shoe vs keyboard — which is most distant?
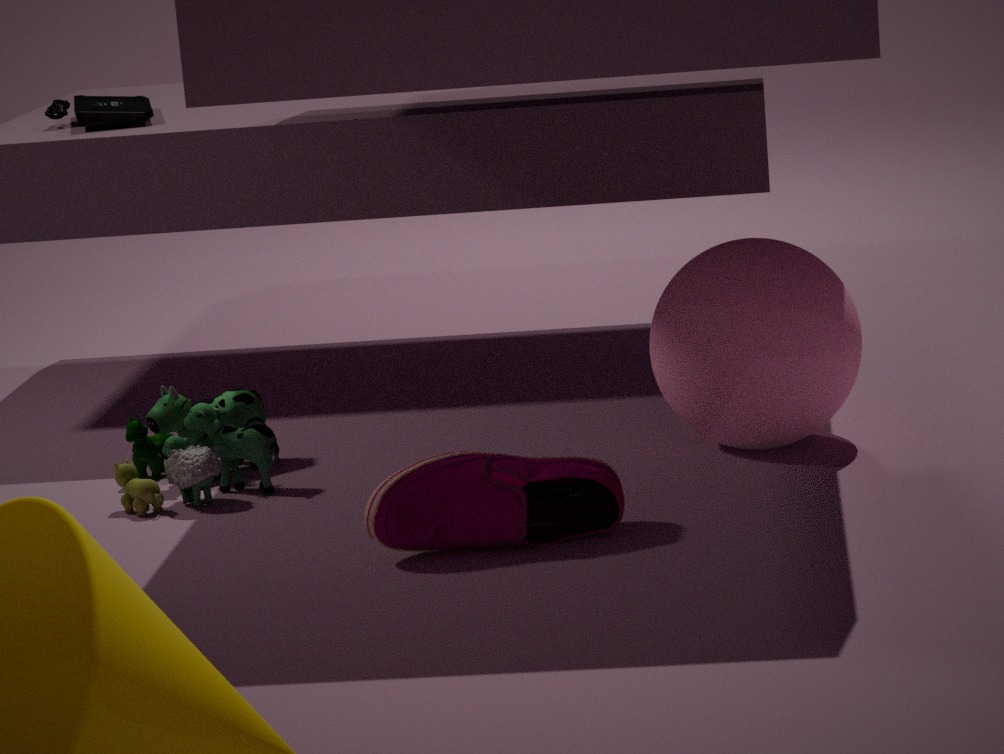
keyboard
